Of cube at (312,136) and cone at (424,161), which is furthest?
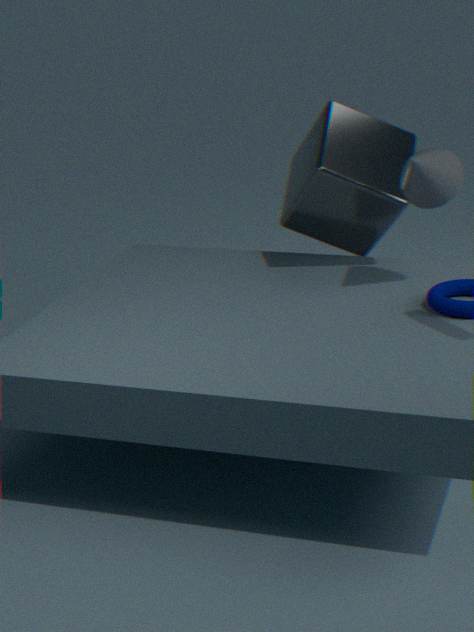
cube at (312,136)
